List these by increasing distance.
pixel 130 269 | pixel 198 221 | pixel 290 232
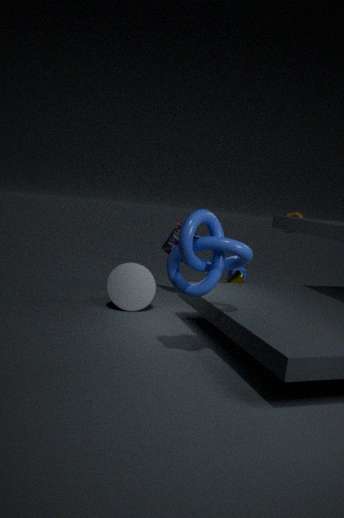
1. pixel 198 221
2. pixel 130 269
3. pixel 290 232
